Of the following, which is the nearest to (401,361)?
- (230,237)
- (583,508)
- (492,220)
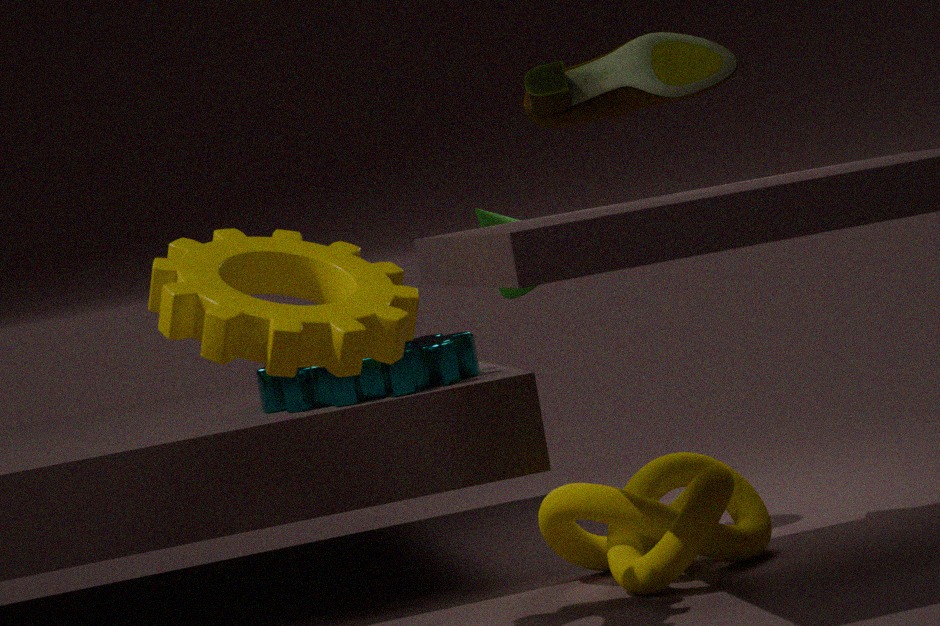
(492,220)
